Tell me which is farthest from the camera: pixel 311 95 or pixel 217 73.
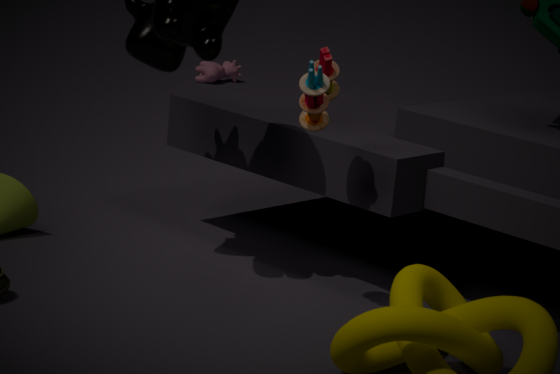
pixel 217 73
